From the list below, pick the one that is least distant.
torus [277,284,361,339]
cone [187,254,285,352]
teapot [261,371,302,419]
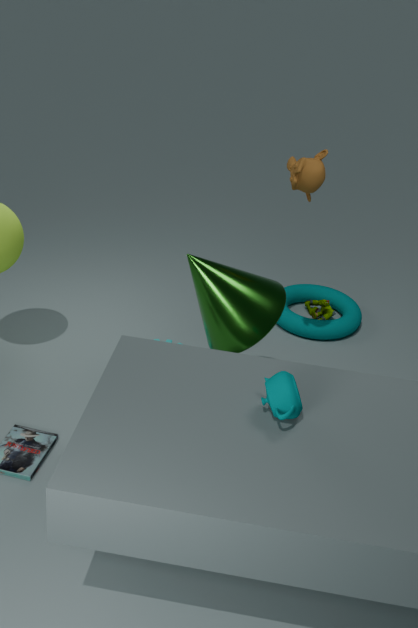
teapot [261,371,302,419]
